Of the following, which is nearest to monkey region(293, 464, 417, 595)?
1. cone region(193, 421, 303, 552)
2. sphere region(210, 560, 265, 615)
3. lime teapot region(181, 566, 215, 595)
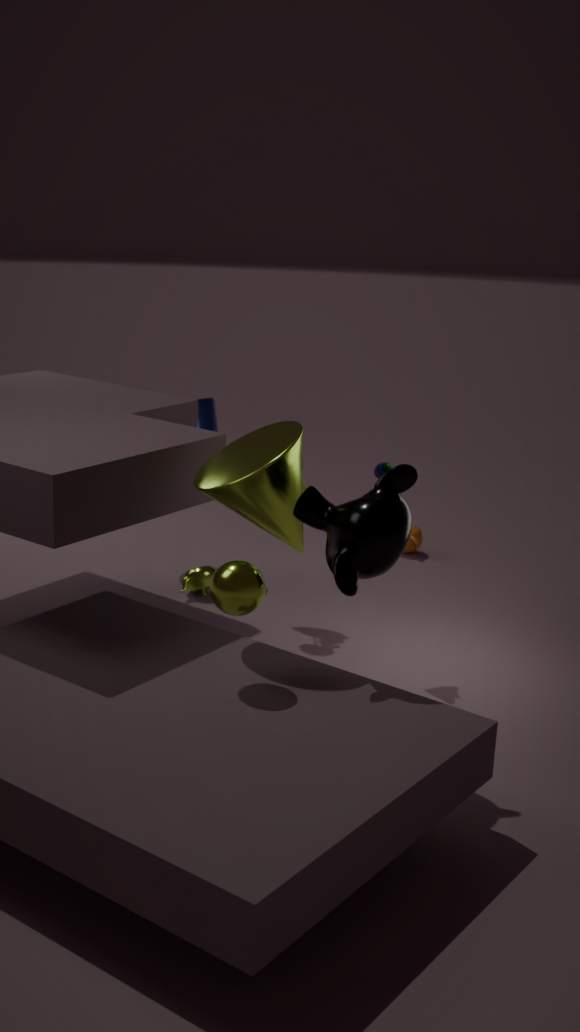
cone region(193, 421, 303, 552)
